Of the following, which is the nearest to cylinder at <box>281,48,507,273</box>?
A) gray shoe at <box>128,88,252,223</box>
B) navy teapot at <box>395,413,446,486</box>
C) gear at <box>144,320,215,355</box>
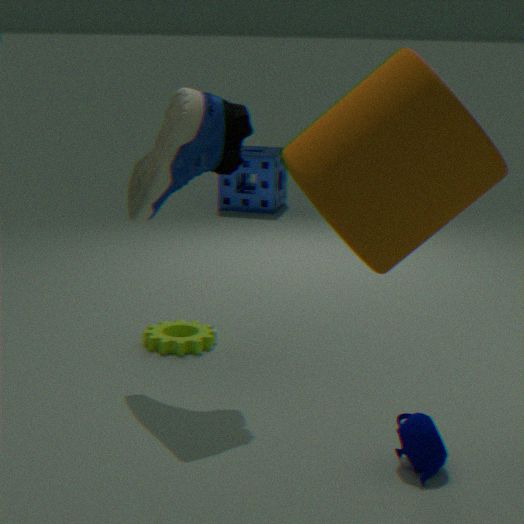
navy teapot at <box>395,413,446,486</box>
